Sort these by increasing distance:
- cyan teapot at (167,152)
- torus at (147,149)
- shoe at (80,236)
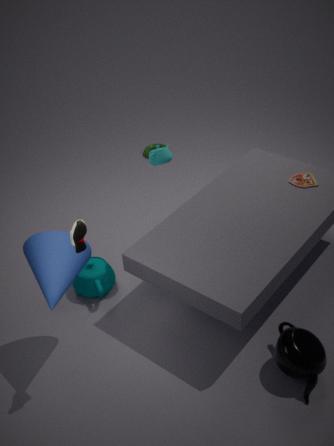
1. shoe at (80,236)
2. cyan teapot at (167,152)
3. torus at (147,149)
